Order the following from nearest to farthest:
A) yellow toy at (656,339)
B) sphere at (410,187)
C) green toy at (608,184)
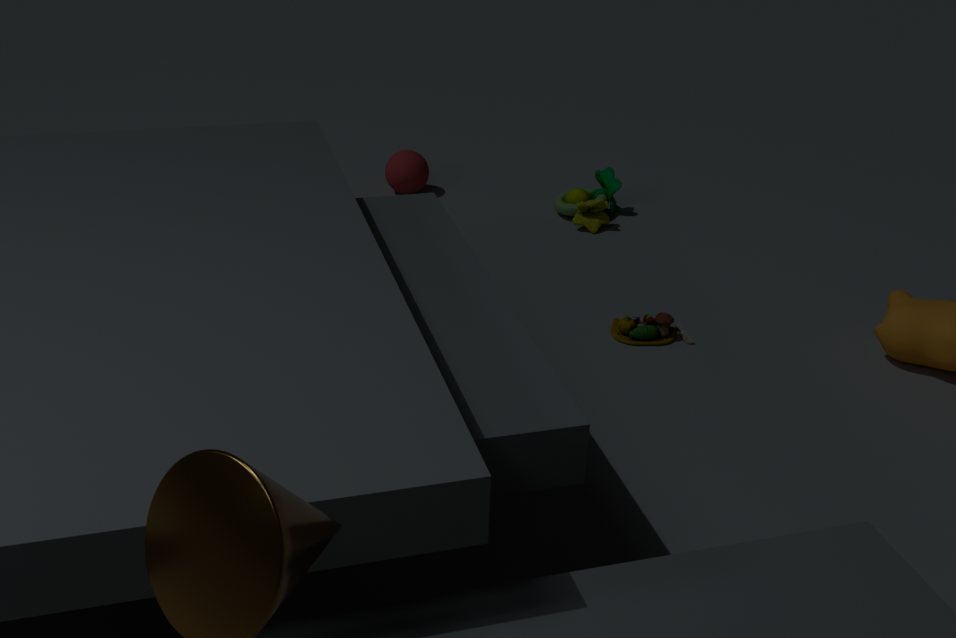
yellow toy at (656,339) < green toy at (608,184) < sphere at (410,187)
